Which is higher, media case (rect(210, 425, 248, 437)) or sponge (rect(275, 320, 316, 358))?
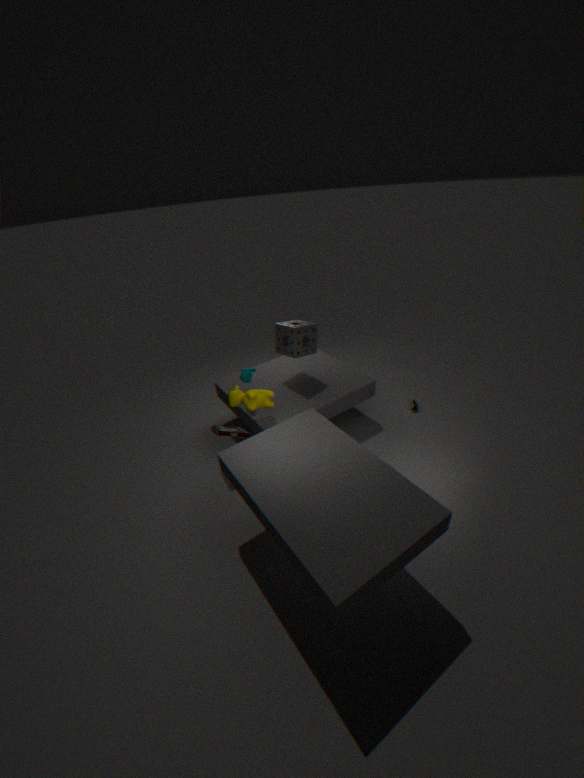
sponge (rect(275, 320, 316, 358))
